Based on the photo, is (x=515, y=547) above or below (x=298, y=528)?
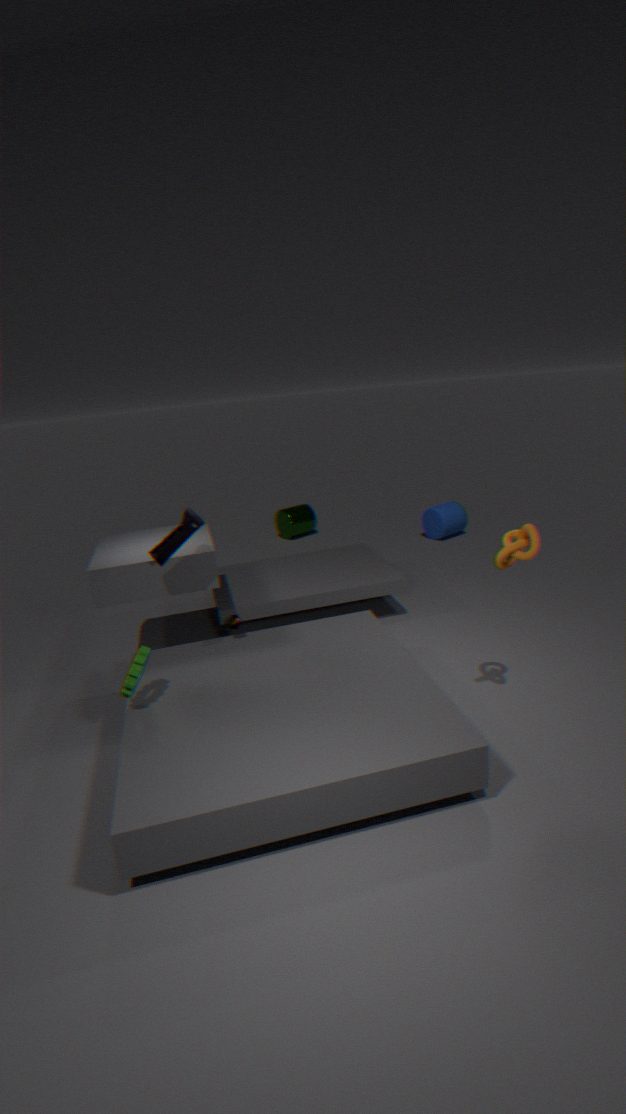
above
